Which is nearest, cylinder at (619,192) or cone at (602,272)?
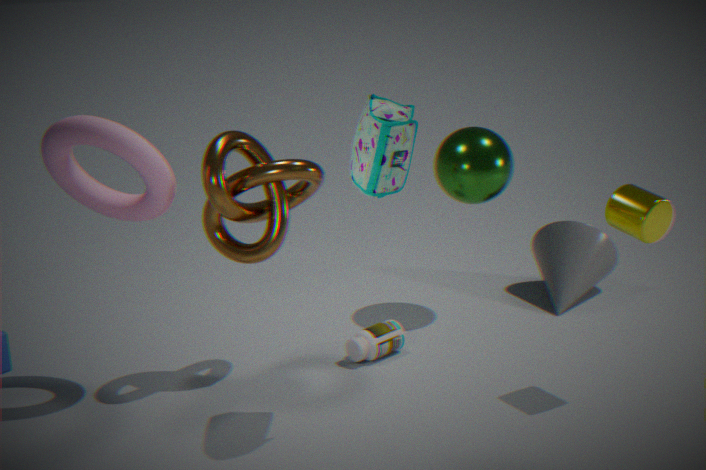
cylinder at (619,192)
